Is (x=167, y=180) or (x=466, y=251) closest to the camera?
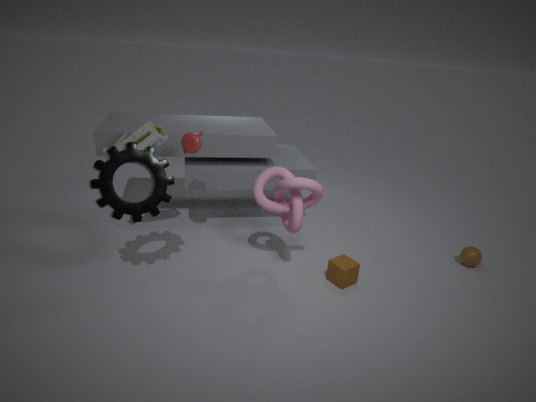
(x=167, y=180)
